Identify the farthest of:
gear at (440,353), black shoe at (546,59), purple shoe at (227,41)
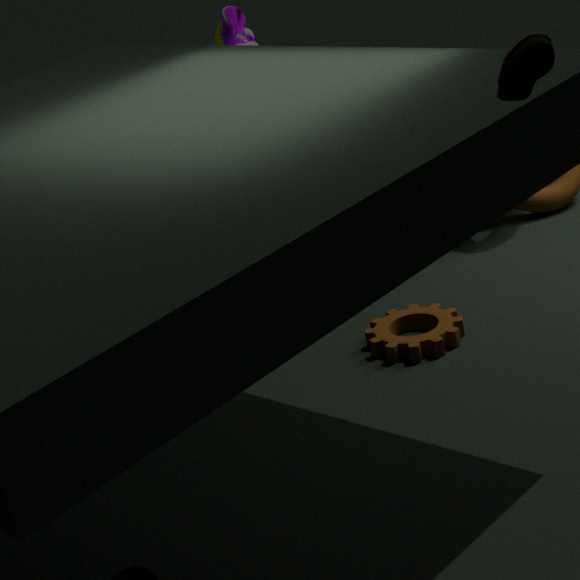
purple shoe at (227,41)
